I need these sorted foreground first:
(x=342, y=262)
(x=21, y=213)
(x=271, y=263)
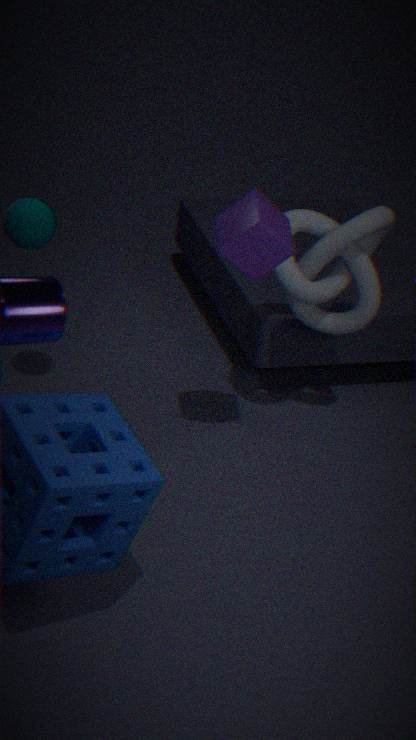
1. (x=271, y=263)
2. (x=21, y=213)
3. (x=342, y=262)
